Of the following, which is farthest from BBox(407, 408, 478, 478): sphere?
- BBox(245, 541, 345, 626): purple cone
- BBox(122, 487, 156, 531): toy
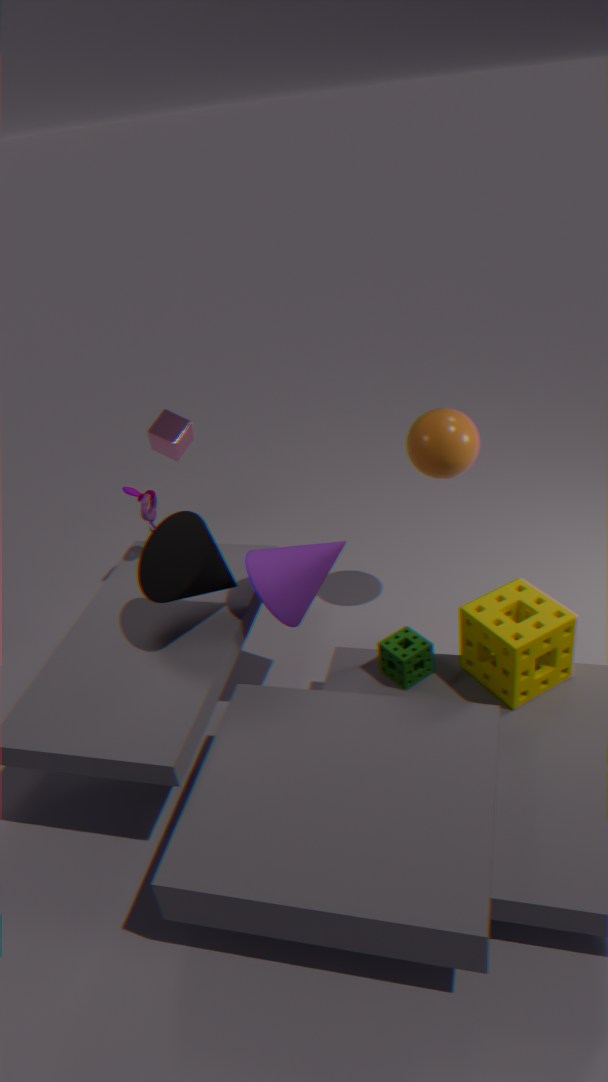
BBox(122, 487, 156, 531): toy
